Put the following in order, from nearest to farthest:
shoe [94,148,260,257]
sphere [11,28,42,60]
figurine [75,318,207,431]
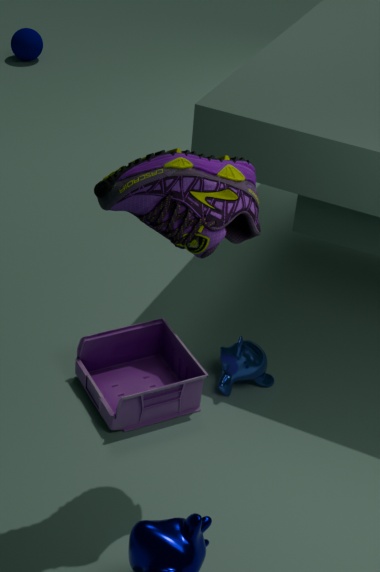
shoe [94,148,260,257]
figurine [75,318,207,431]
sphere [11,28,42,60]
